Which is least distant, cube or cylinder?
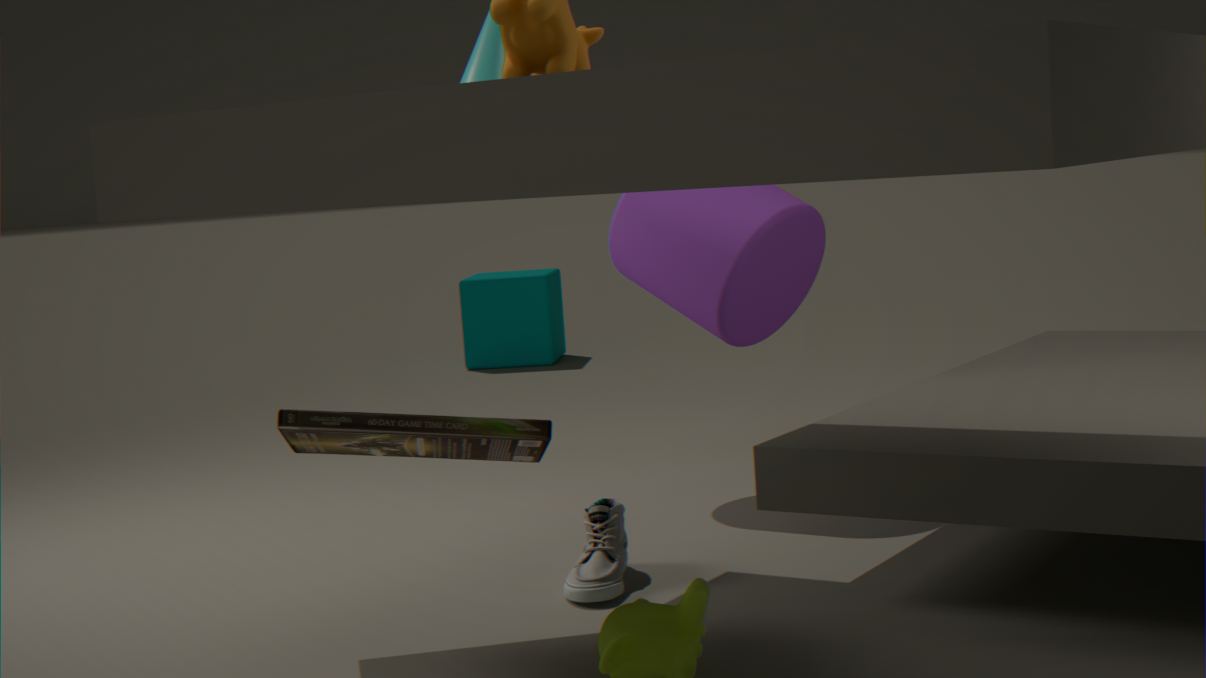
cylinder
